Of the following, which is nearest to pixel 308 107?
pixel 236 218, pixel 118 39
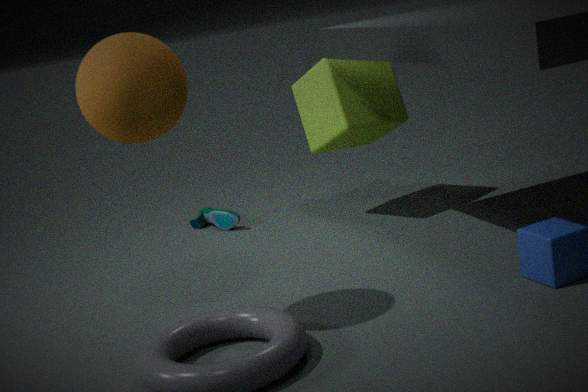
pixel 236 218
